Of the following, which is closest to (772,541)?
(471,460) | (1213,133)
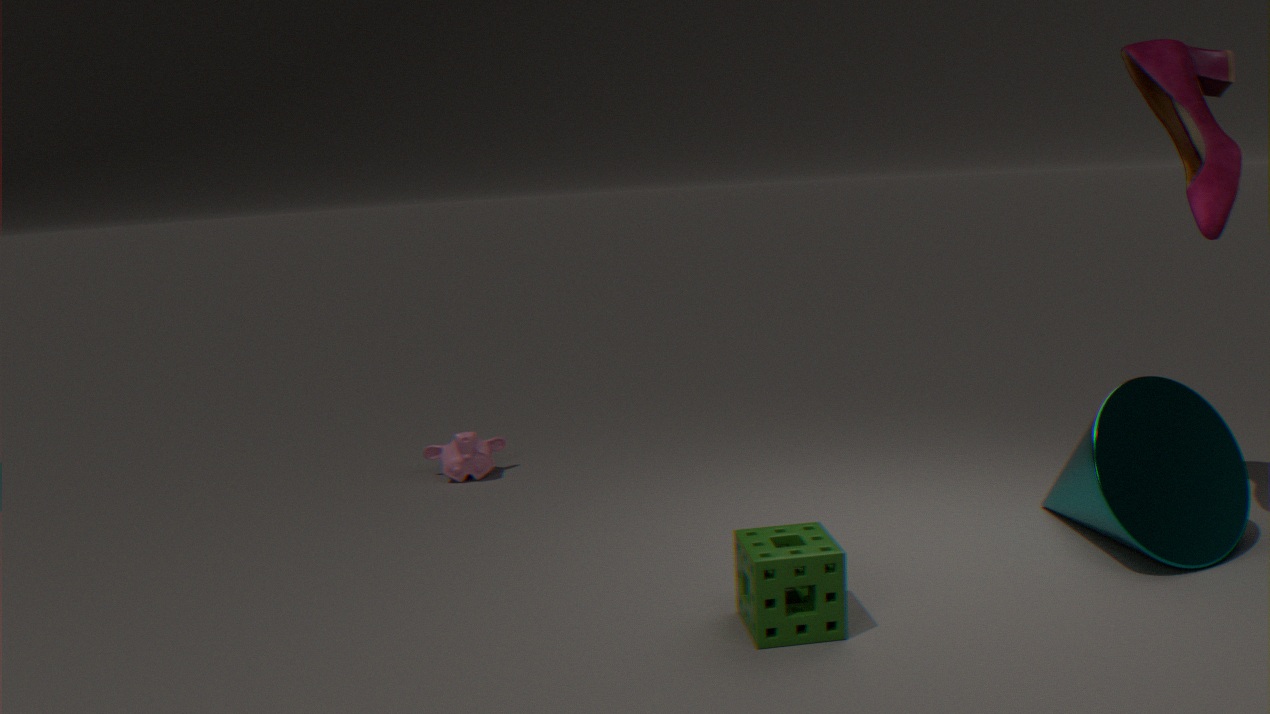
(1213,133)
